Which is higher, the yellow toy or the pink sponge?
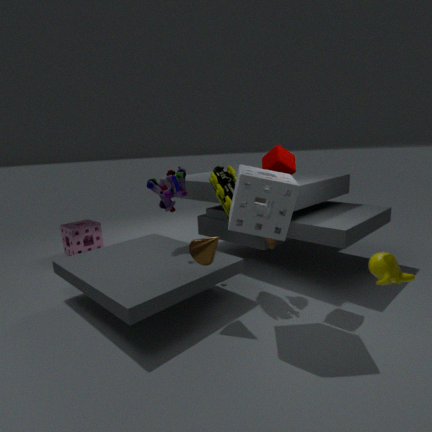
the yellow toy
